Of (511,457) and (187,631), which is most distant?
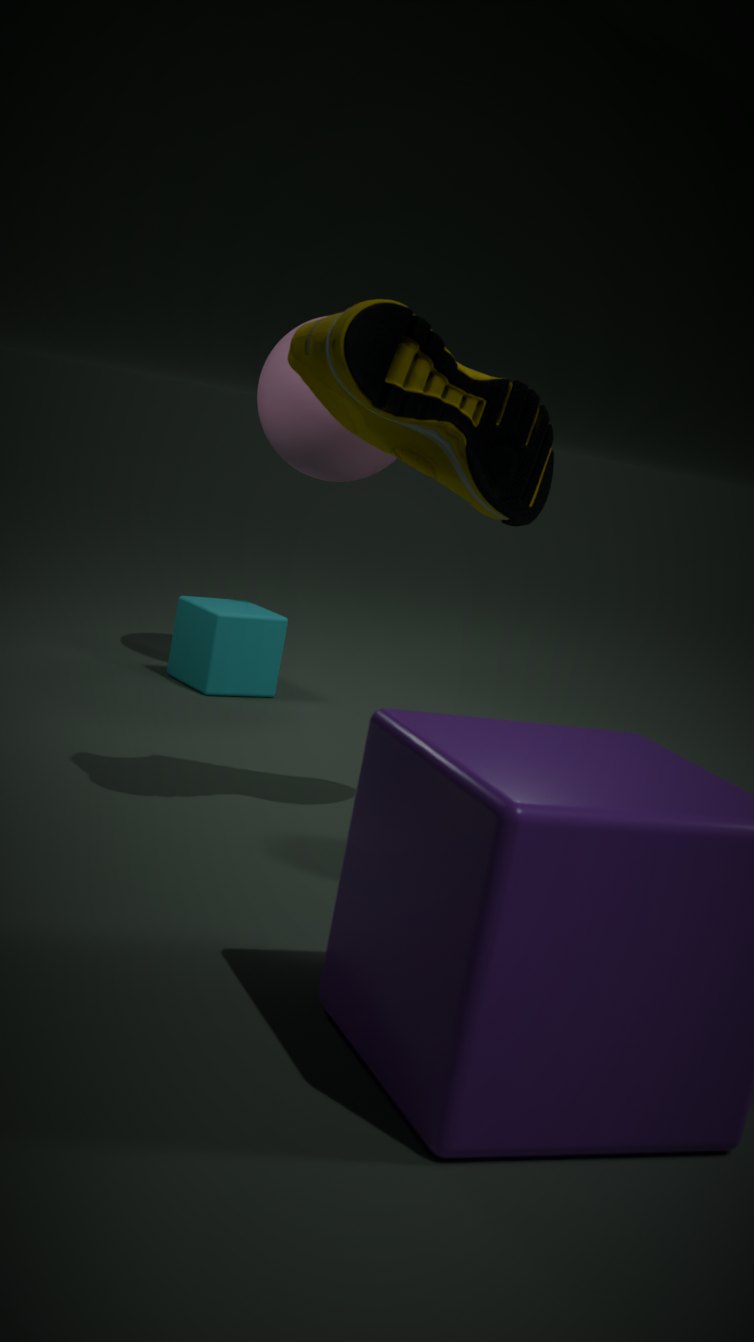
(187,631)
